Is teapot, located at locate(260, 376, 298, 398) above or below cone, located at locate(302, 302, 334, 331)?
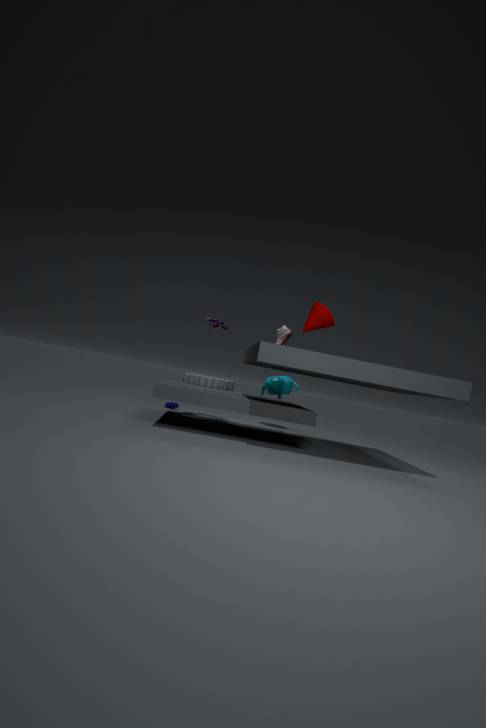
below
